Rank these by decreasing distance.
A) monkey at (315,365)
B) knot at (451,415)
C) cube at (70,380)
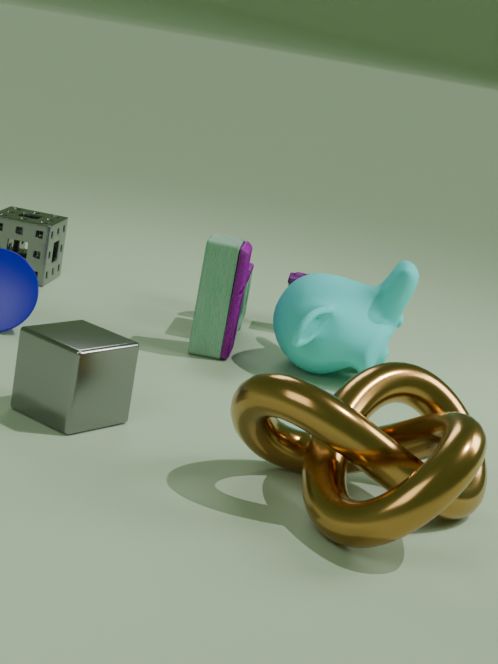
monkey at (315,365) → cube at (70,380) → knot at (451,415)
